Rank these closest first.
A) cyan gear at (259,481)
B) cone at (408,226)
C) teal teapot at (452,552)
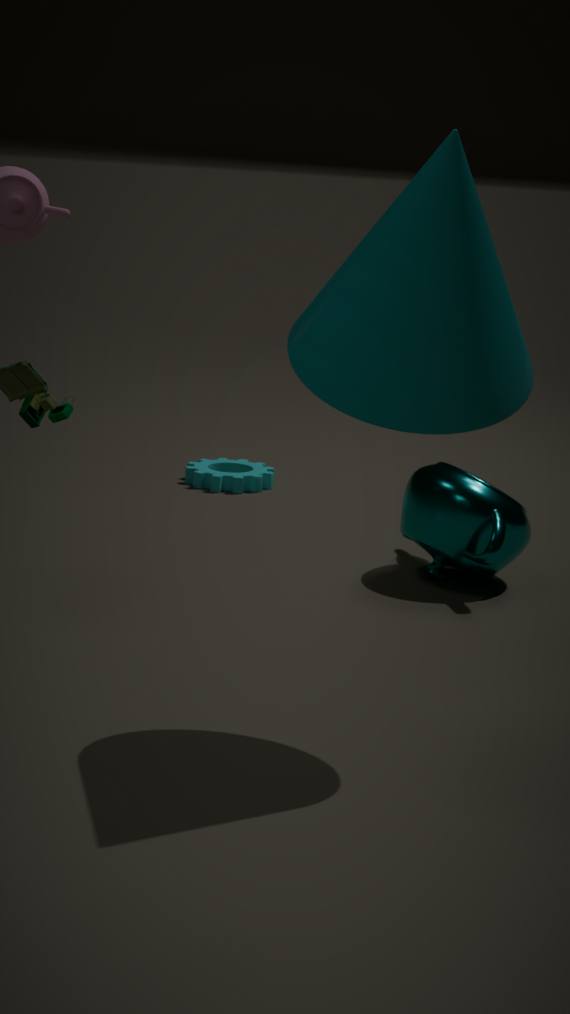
cone at (408,226) < teal teapot at (452,552) < cyan gear at (259,481)
